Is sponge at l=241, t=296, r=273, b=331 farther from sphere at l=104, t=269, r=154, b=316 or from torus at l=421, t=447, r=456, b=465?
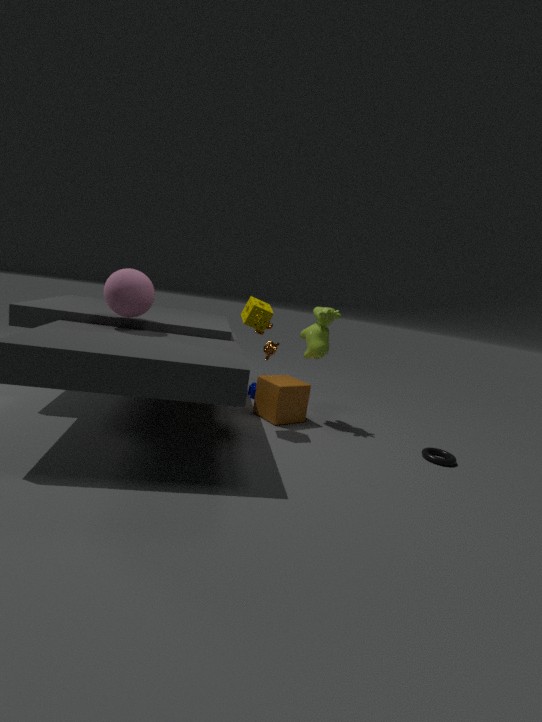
torus at l=421, t=447, r=456, b=465
